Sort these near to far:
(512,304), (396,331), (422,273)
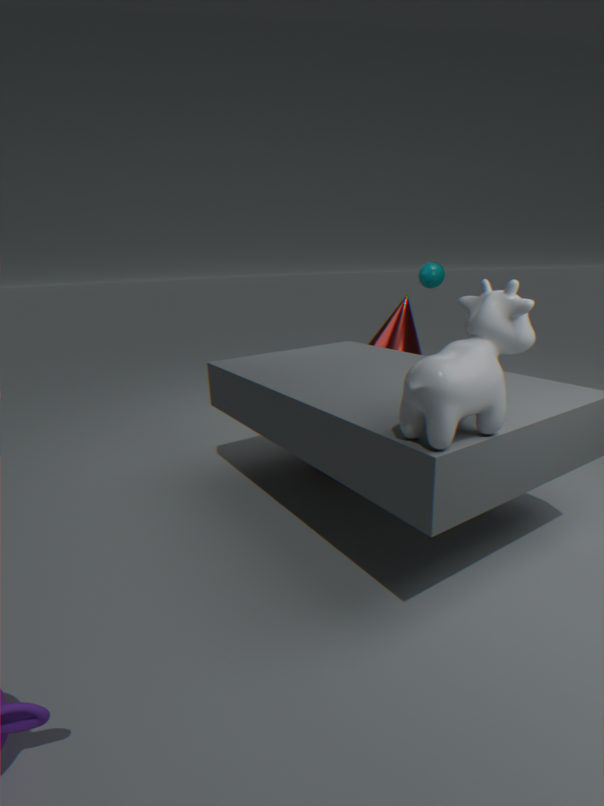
(512,304)
(396,331)
(422,273)
